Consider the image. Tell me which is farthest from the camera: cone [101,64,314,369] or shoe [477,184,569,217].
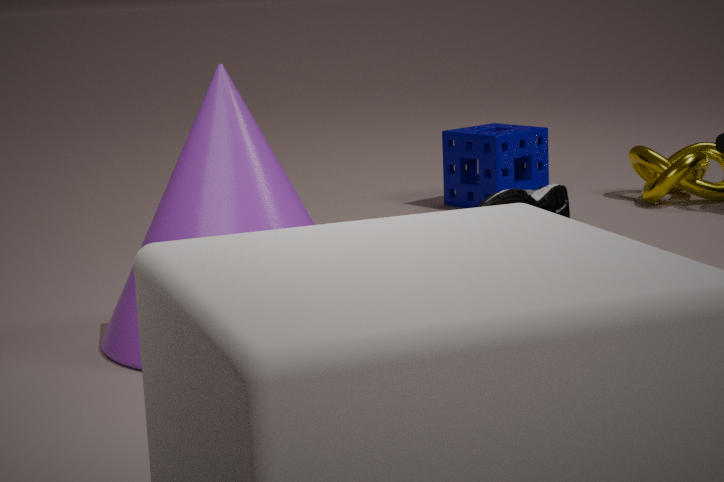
shoe [477,184,569,217]
